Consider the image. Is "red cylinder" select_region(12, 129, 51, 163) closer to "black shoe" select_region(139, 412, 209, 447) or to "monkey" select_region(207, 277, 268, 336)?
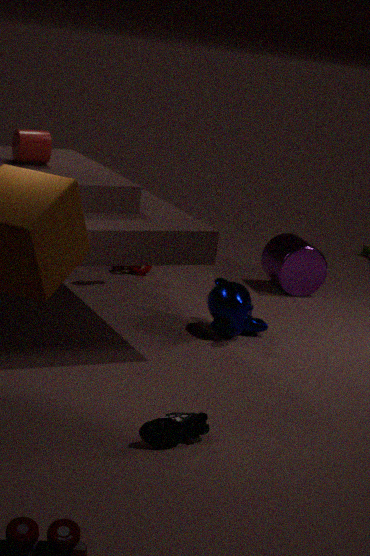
"monkey" select_region(207, 277, 268, 336)
